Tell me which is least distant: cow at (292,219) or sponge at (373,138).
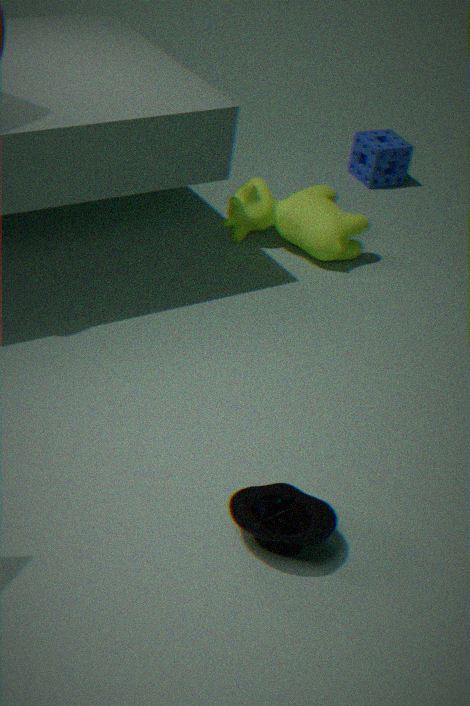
cow at (292,219)
